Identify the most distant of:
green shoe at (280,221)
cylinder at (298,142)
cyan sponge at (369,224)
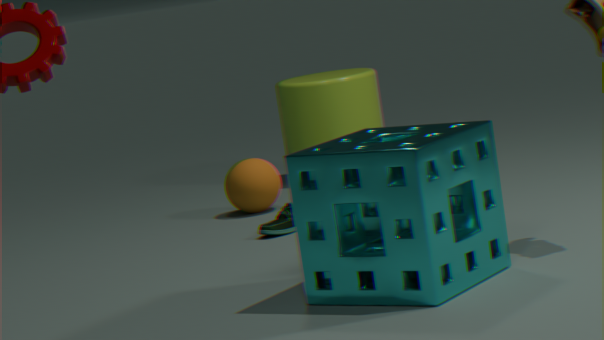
cylinder at (298,142)
